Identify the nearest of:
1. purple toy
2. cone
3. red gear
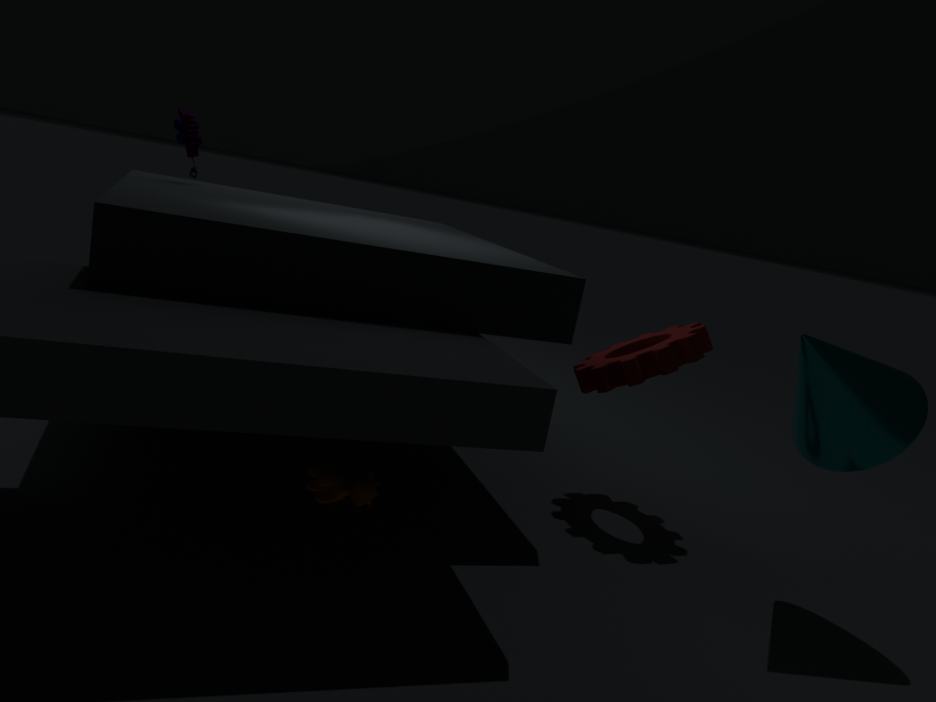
cone
